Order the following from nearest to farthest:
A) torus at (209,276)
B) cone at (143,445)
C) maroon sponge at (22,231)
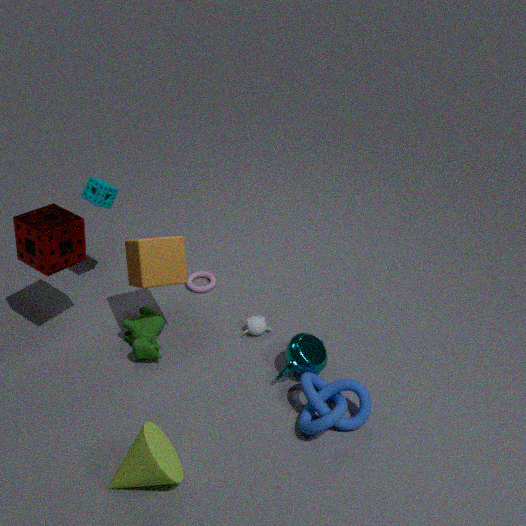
cone at (143,445) < maroon sponge at (22,231) < torus at (209,276)
